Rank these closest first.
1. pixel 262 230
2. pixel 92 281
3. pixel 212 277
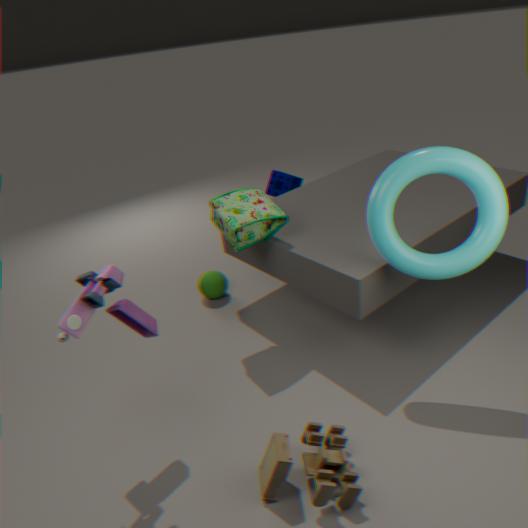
pixel 92 281
pixel 262 230
pixel 212 277
